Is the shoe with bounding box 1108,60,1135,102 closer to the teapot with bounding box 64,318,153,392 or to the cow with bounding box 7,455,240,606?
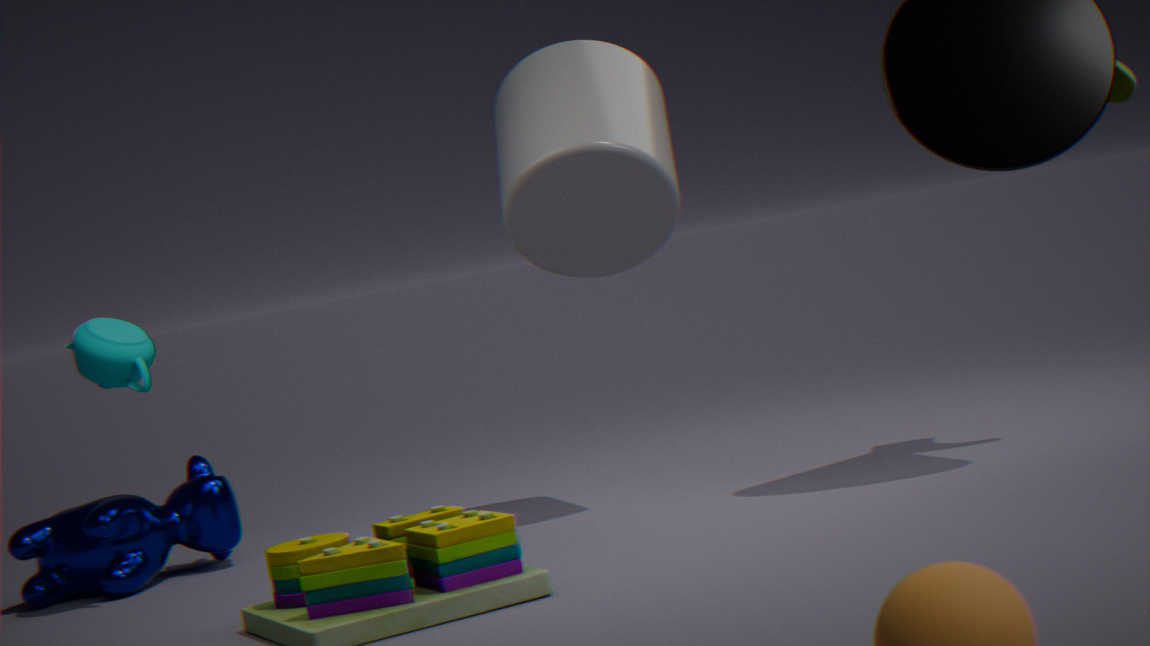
the teapot with bounding box 64,318,153,392
